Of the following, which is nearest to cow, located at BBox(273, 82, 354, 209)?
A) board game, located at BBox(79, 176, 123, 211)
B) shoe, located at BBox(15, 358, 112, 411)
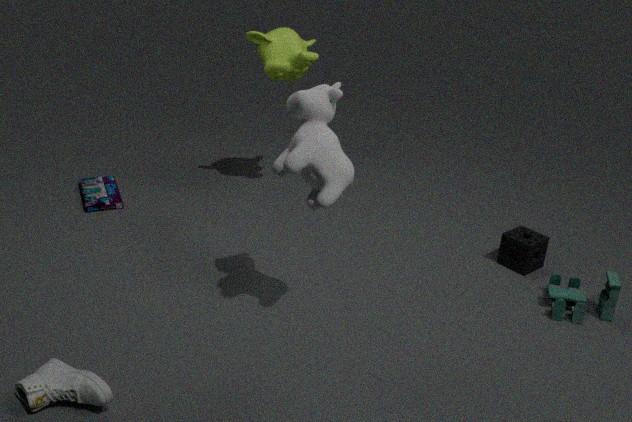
shoe, located at BBox(15, 358, 112, 411)
